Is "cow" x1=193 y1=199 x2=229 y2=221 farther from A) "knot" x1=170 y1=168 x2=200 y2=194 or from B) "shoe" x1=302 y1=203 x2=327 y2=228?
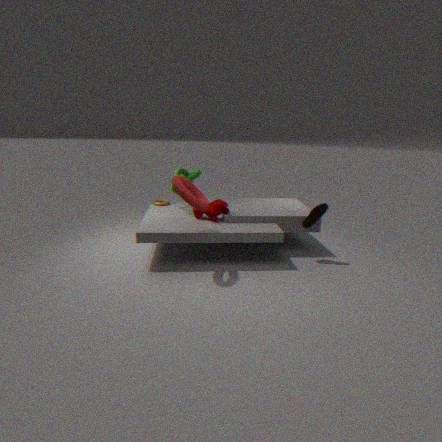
B) "shoe" x1=302 y1=203 x2=327 y2=228
